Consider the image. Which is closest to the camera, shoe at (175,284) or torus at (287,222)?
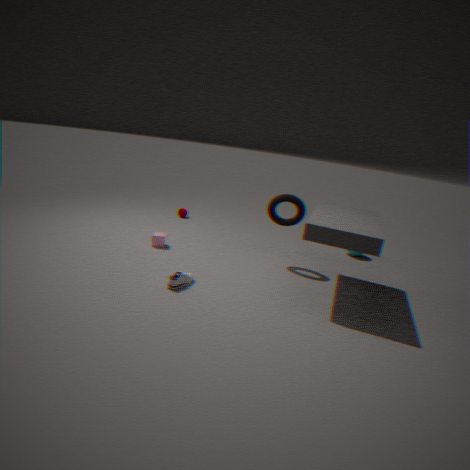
shoe at (175,284)
